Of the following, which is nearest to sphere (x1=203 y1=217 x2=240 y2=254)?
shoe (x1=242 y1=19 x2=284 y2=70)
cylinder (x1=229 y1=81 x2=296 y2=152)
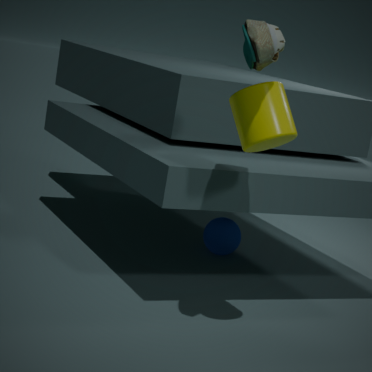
cylinder (x1=229 y1=81 x2=296 y2=152)
